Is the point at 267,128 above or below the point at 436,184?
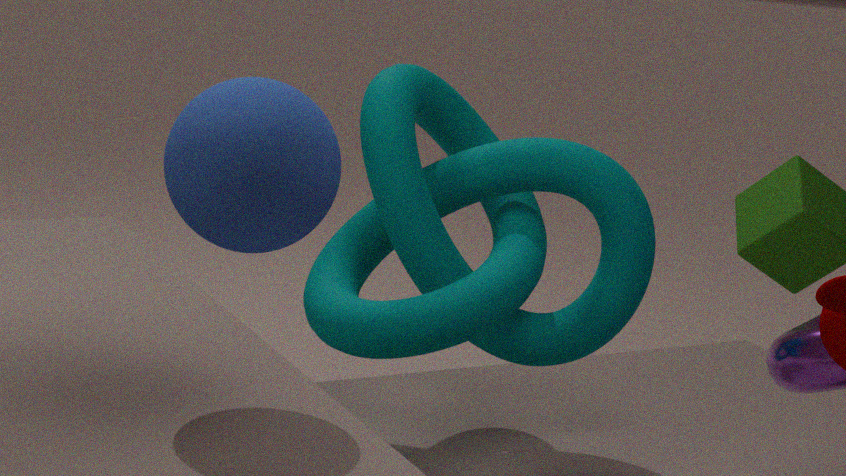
above
